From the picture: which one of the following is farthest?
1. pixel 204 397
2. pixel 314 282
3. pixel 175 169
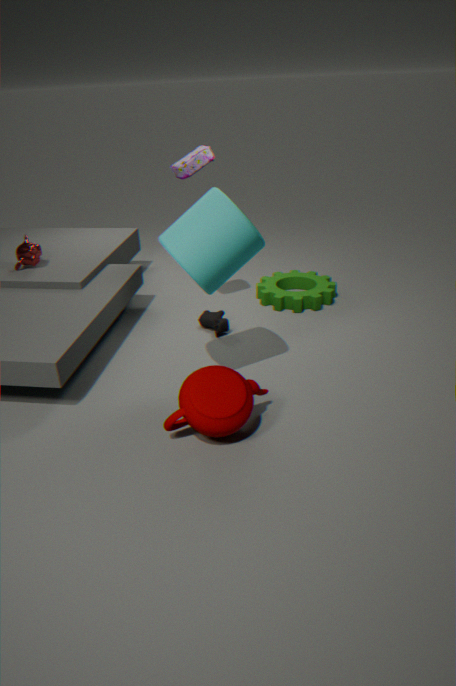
pixel 314 282
